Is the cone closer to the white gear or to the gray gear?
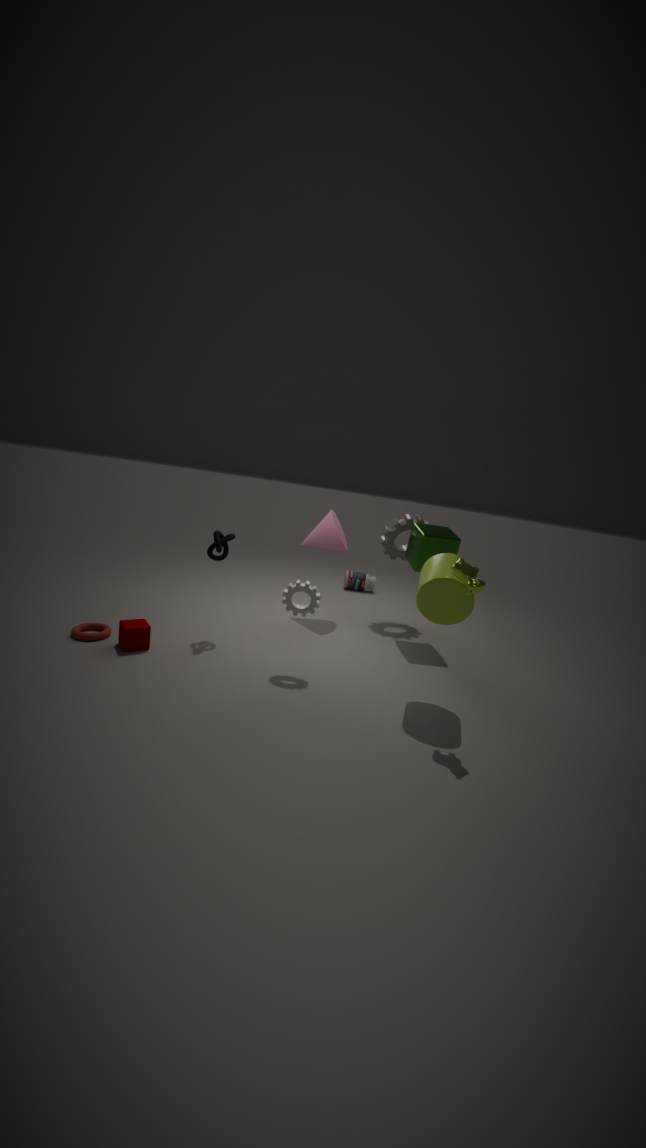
the gray gear
